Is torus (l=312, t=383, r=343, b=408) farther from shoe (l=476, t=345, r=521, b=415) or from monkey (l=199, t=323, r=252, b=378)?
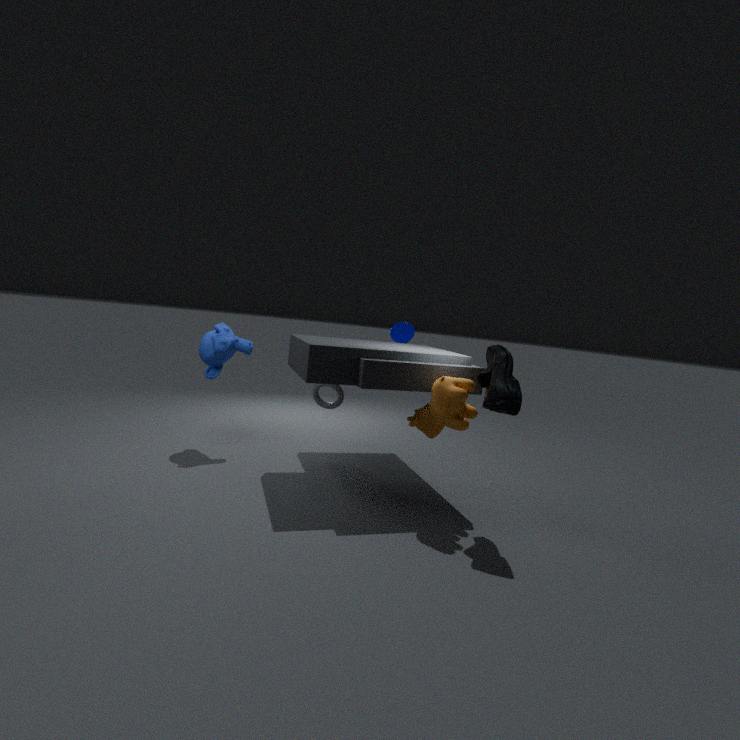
shoe (l=476, t=345, r=521, b=415)
